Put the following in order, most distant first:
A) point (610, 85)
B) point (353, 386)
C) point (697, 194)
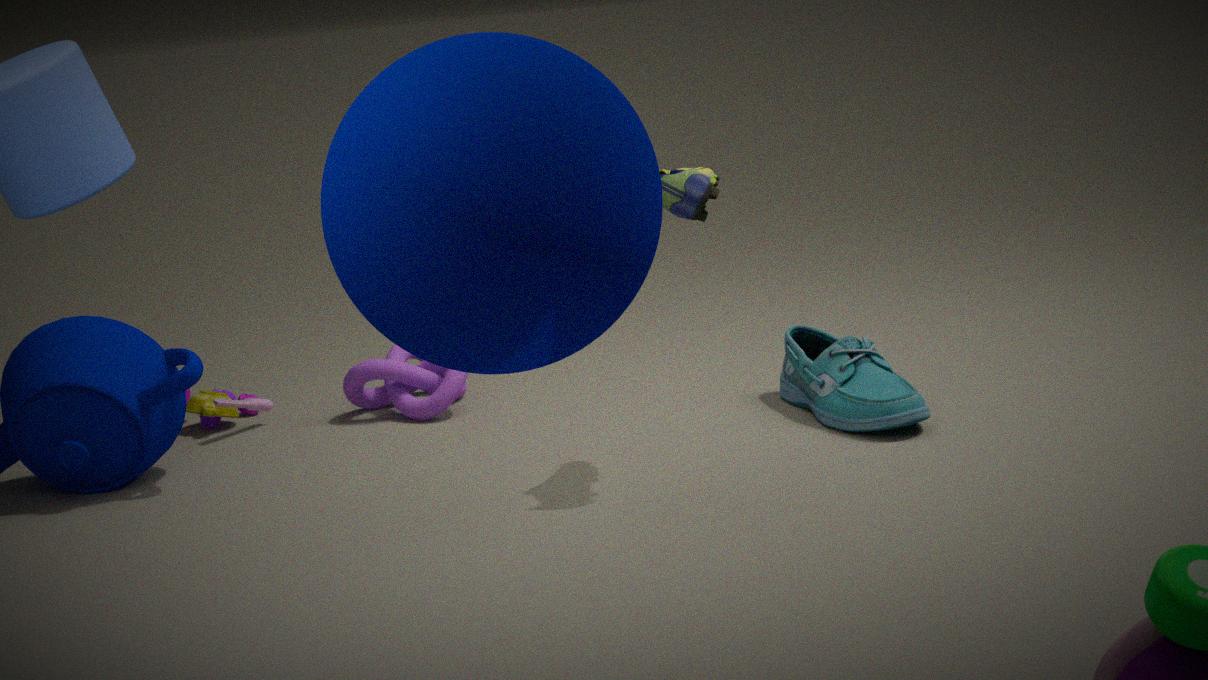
1. point (353, 386)
2. point (697, 194)
3. point (610, 85)
